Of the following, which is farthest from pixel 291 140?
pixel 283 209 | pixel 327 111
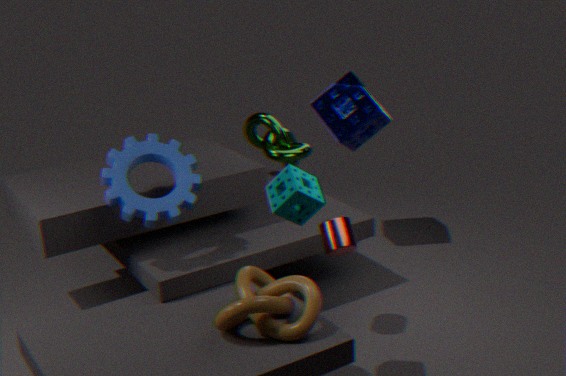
pixel 283 209
